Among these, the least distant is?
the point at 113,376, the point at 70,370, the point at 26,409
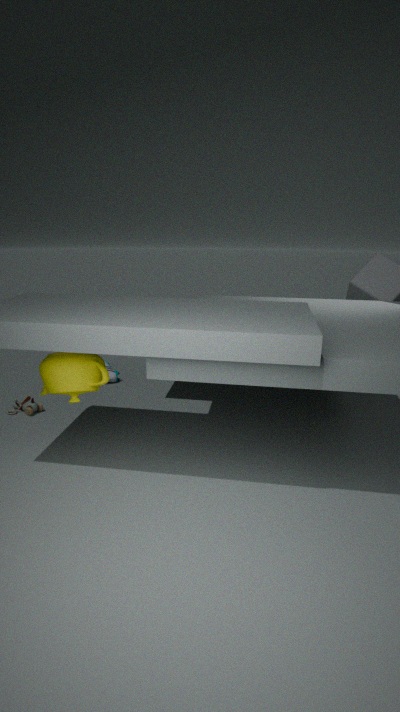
the point at 70,370
